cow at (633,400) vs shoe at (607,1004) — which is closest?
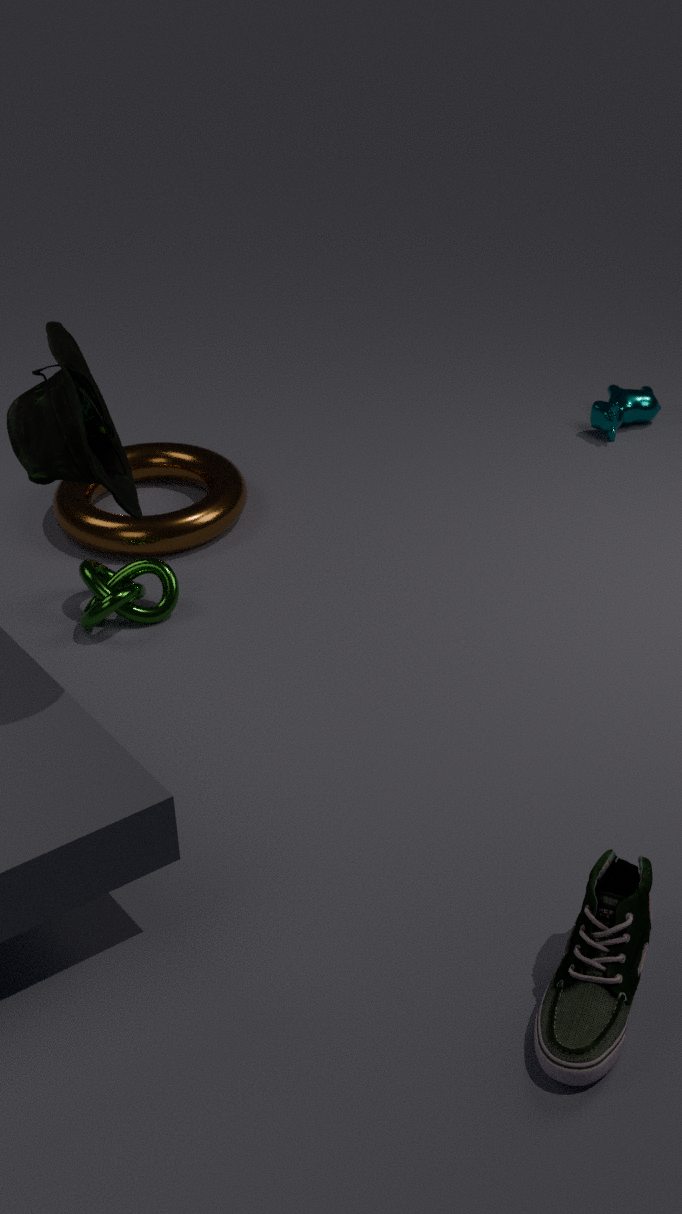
shoe at (607,1004)
